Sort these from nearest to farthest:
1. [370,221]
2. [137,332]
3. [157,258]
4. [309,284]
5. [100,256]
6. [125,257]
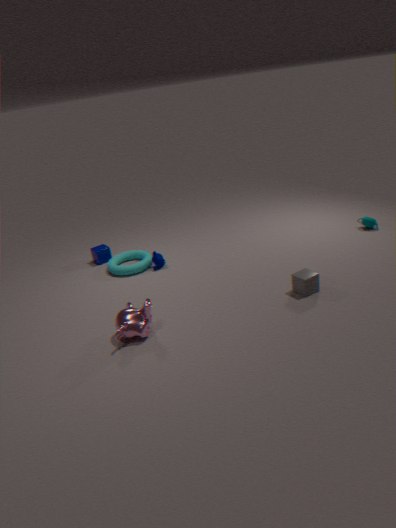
[137,332]
[309,284]
[157,258]
[370,221]
[125,257]
[100,256]
